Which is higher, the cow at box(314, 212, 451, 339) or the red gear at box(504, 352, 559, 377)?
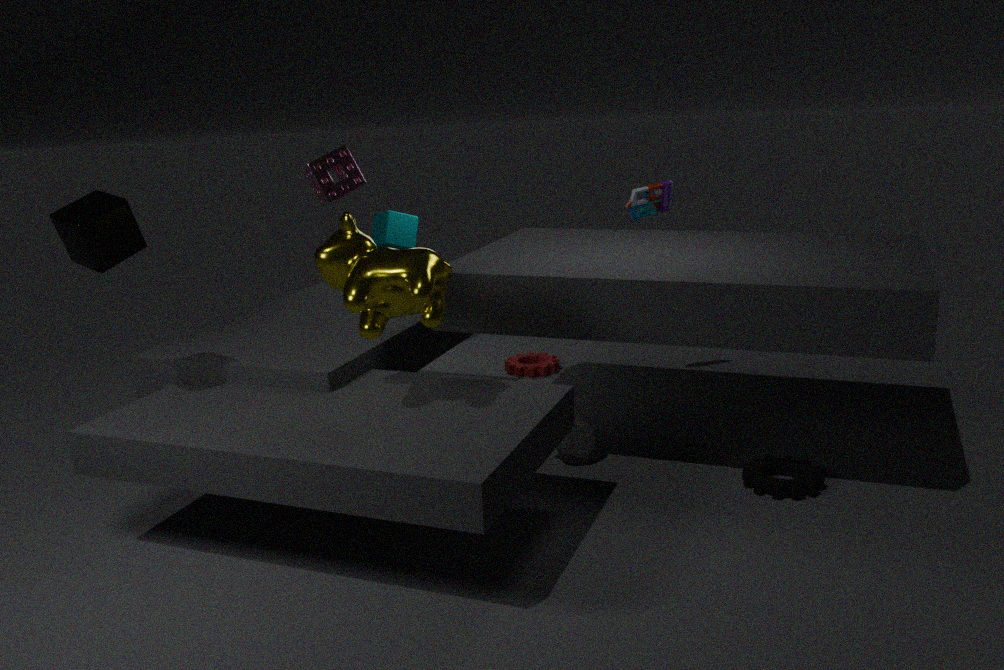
the cow at box(314, 212, 451, 339)
